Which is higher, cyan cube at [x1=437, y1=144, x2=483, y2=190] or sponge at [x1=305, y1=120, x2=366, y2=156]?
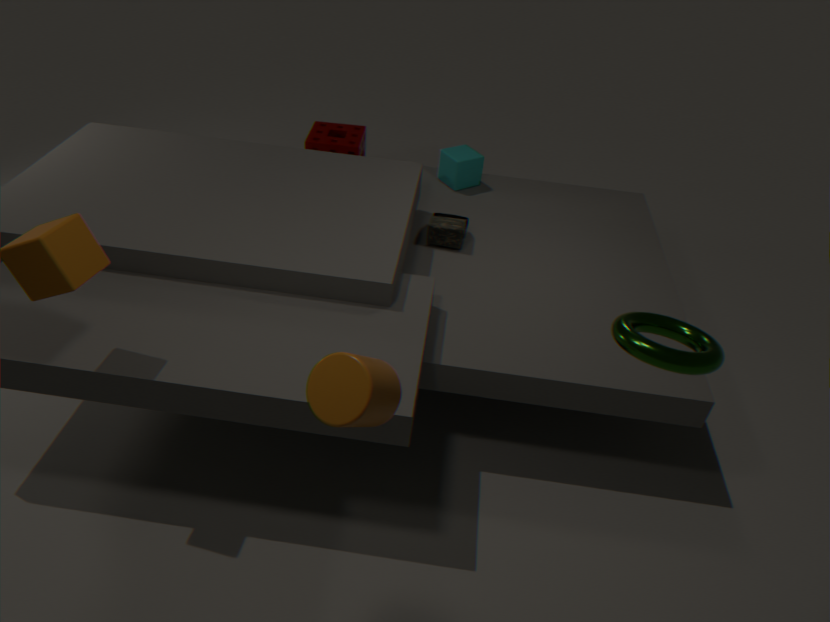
cyan cube at [x1=437, y1=144, x2=483, y2=190]
